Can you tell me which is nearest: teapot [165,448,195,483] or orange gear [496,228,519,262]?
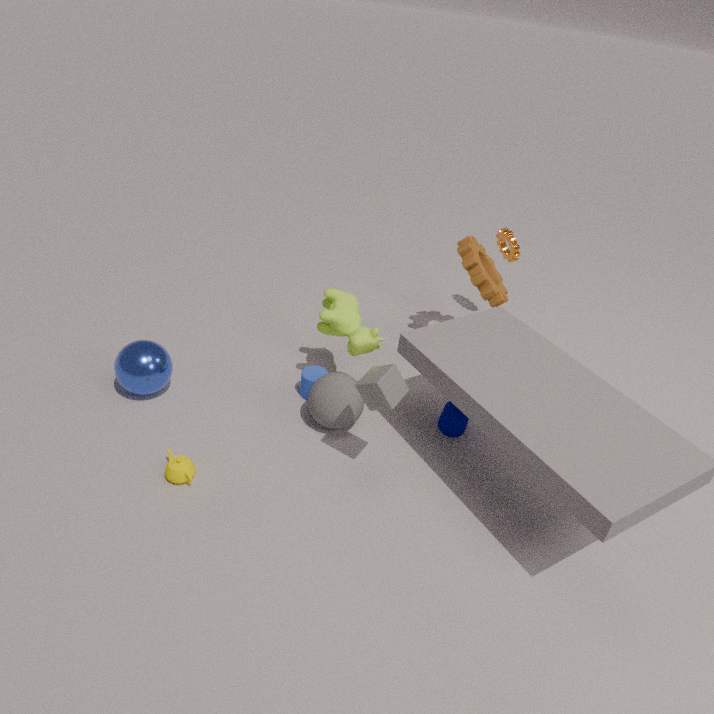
teapot [165,448,195,483]
